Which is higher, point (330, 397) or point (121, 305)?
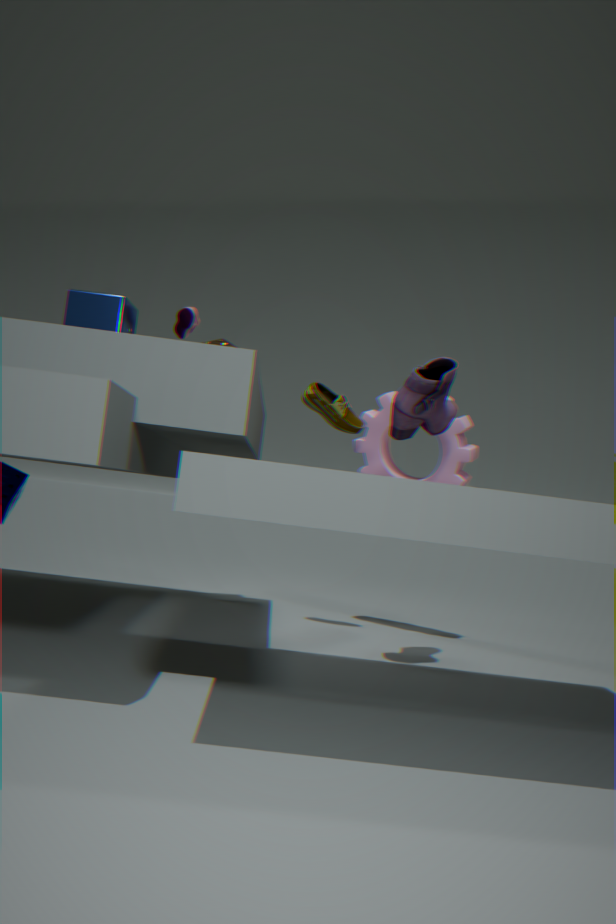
point (121, 305)
